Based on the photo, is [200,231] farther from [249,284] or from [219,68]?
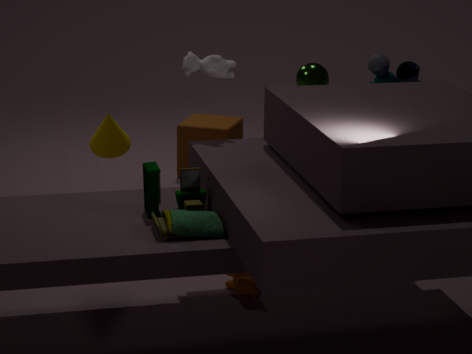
[219,68]
